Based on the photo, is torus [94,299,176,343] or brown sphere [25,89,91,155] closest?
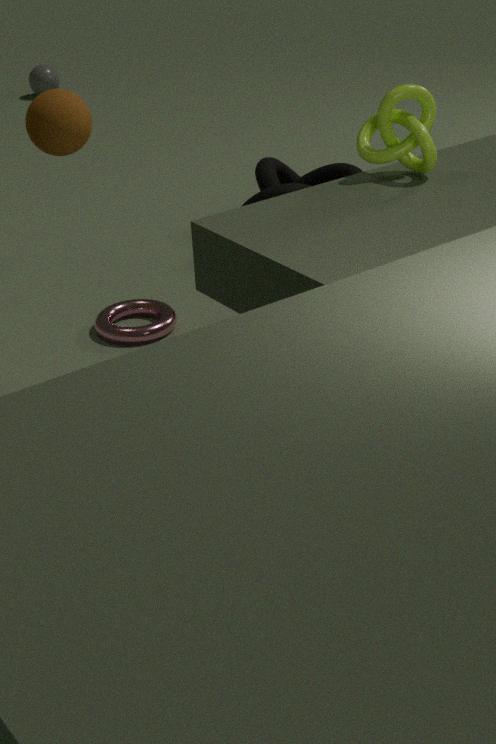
brown sphere [25,89,91,155]
